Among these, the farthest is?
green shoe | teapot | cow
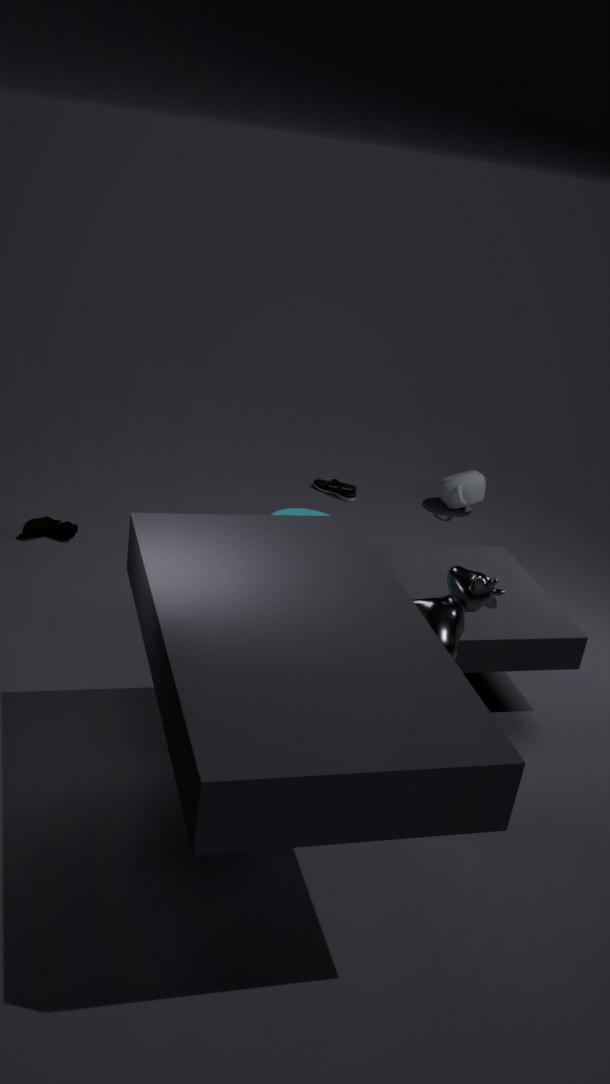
teapot
